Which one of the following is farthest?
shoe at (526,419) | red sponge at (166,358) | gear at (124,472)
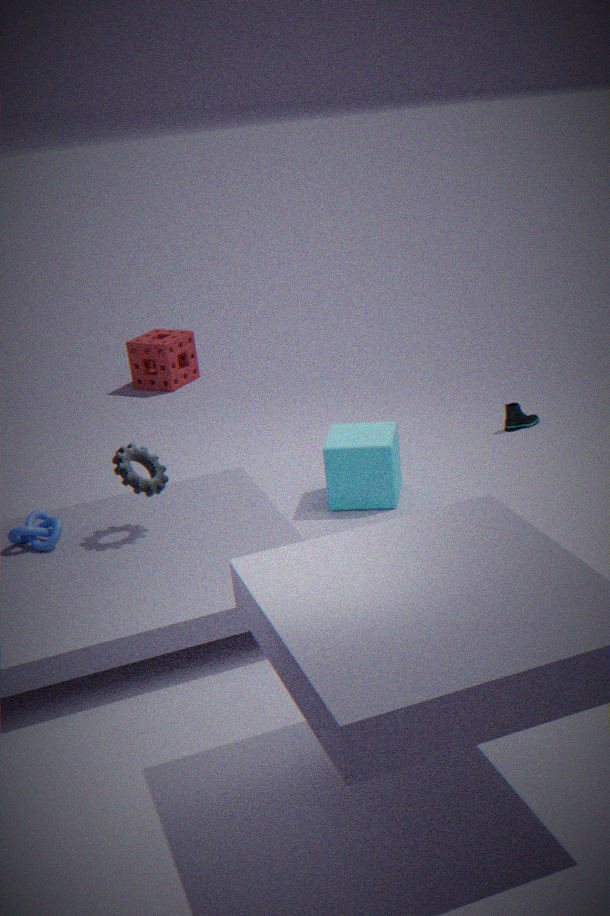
red sponge at (166,358)
